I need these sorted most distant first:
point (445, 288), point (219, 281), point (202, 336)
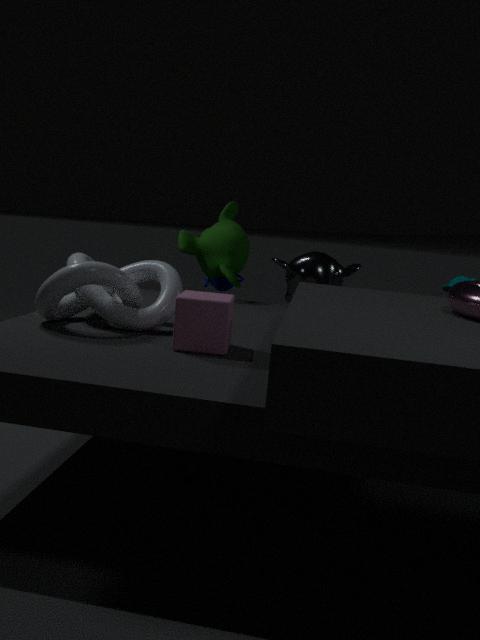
1. point (219, 281)
2. point (445, 288)
3. point (202, 336)
